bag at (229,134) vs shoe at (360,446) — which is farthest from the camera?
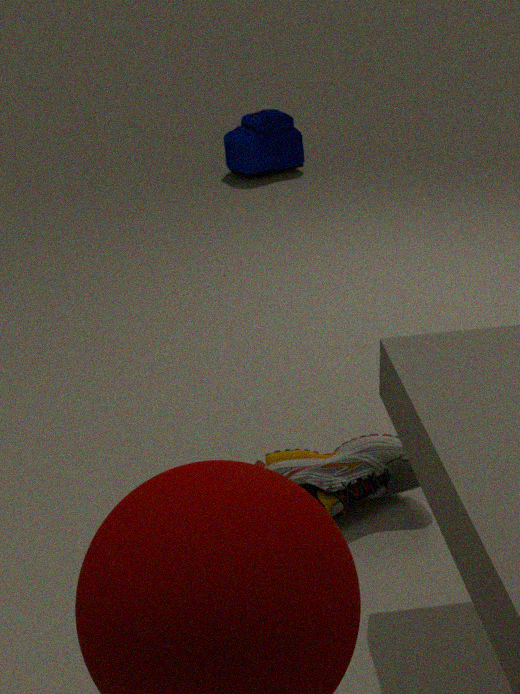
bag at (229,134)
